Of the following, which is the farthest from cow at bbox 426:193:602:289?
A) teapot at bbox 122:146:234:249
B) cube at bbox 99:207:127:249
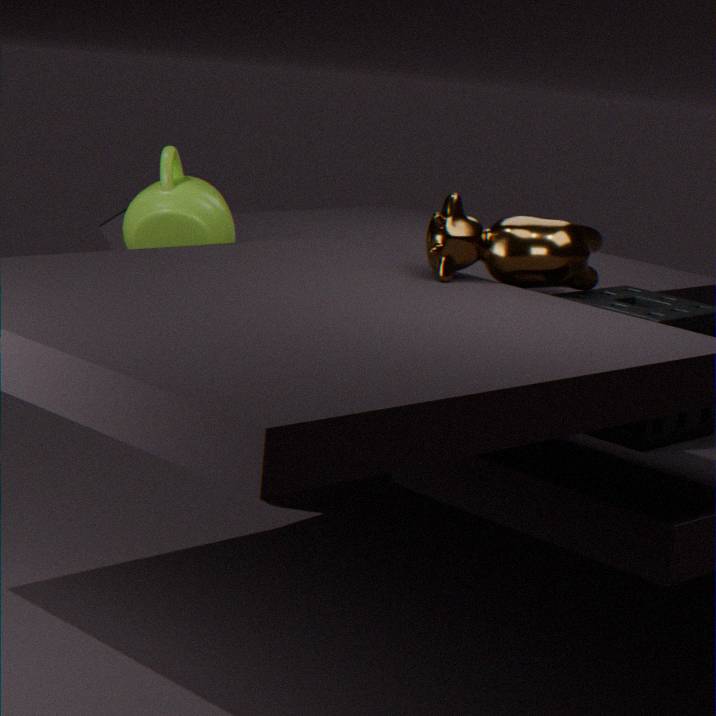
cube at bbox 99:207:127:249
